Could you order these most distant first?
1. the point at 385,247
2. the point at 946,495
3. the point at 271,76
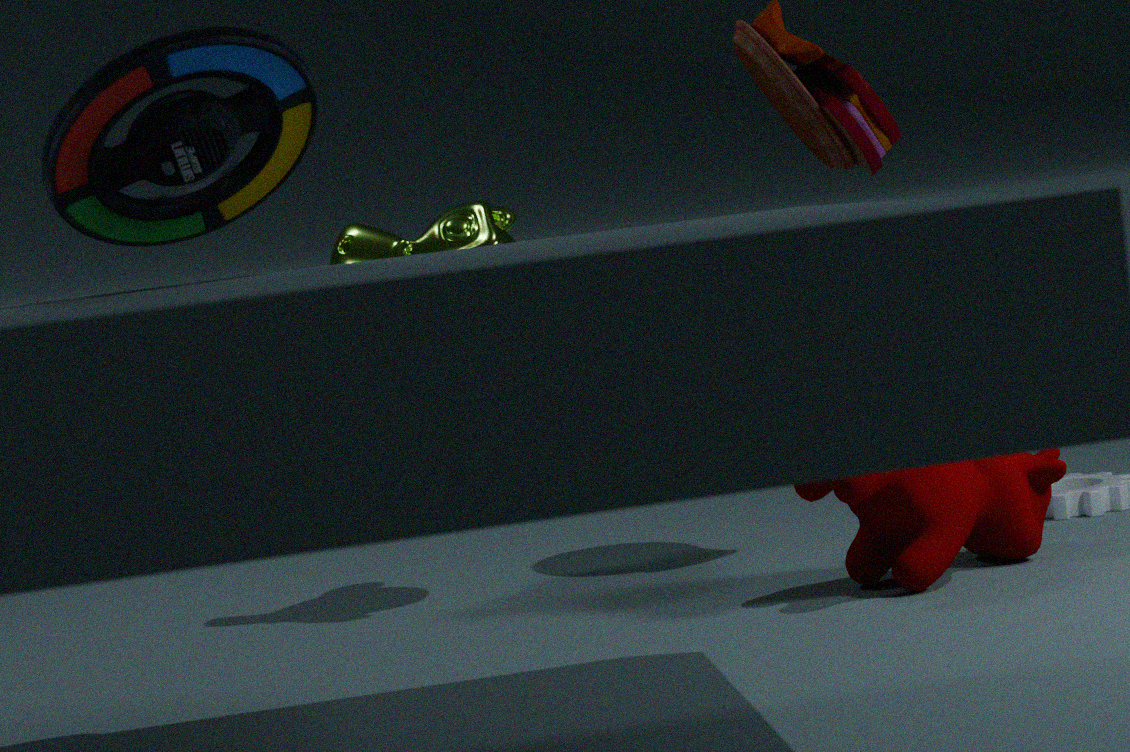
1. the point at 385,247
2. the point at 946,495
3. the point at 271,76
